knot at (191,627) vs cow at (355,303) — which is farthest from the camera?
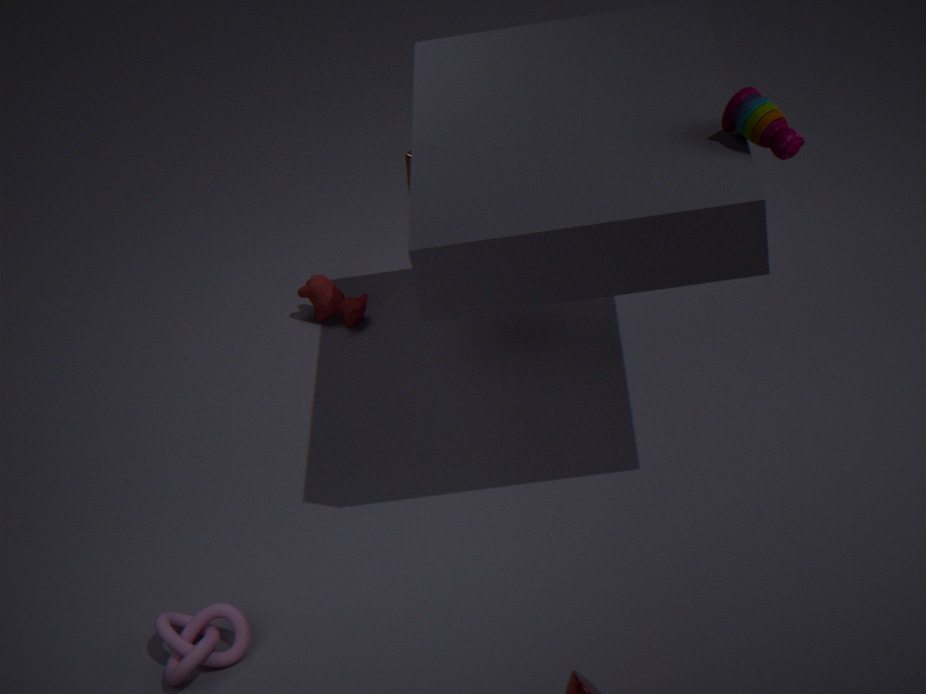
cow at (355,303)
